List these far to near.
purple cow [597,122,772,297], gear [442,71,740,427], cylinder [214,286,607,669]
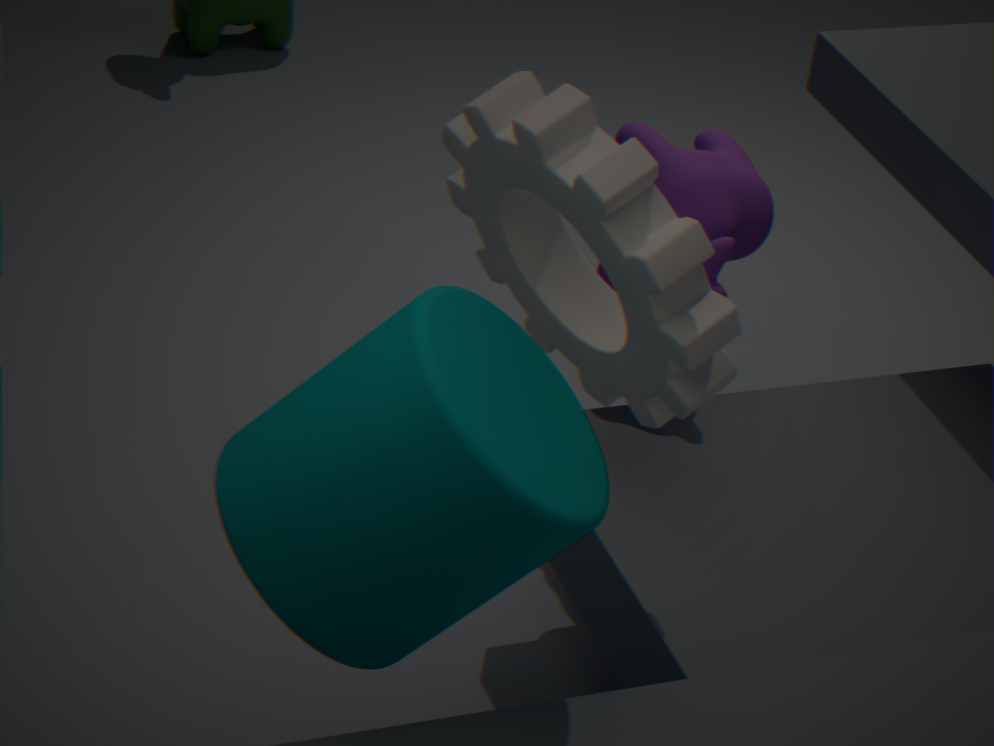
purple cow [597,122,772,297] < gear [442,71,740,427] < cylinder [214,286,607,669]
